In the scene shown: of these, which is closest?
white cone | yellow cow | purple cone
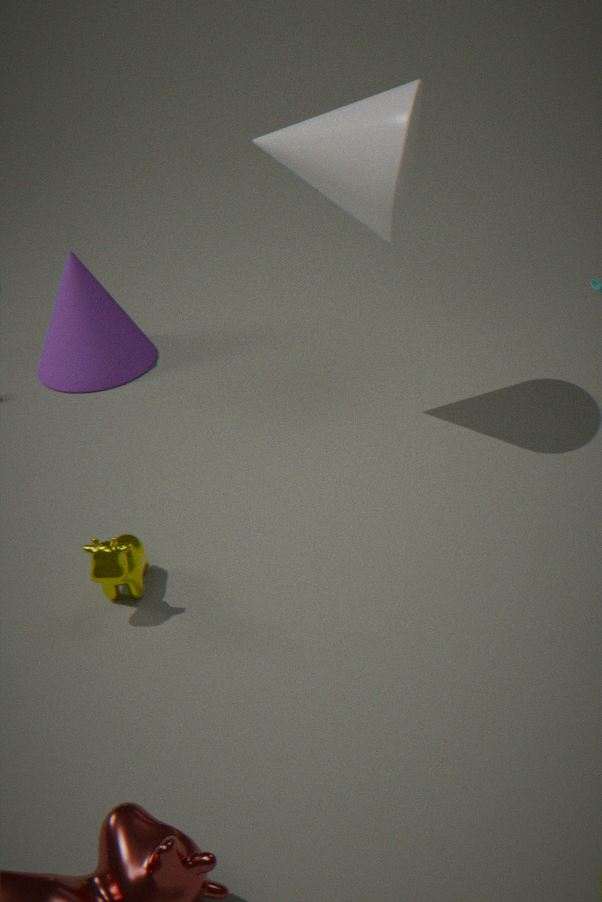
yellow cow
